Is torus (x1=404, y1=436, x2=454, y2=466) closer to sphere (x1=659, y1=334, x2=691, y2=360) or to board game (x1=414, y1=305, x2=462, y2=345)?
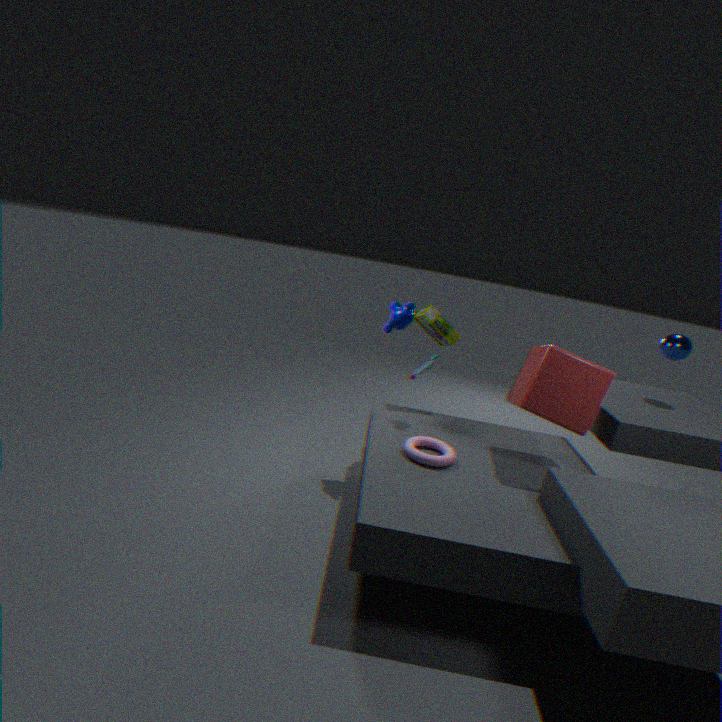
board game (x1=414, y1=305, x2=462, y2=345)
